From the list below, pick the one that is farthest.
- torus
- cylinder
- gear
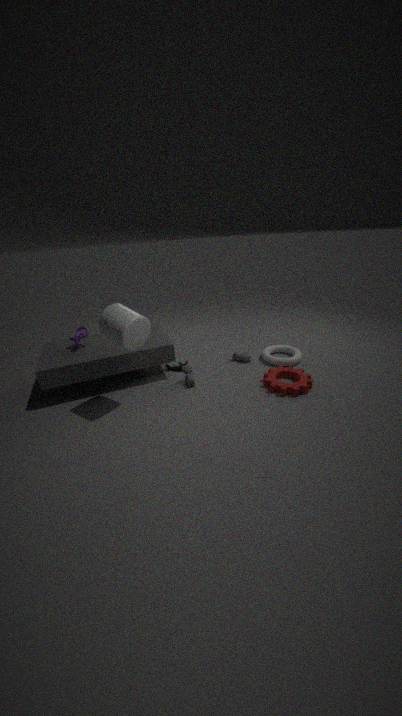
torus
